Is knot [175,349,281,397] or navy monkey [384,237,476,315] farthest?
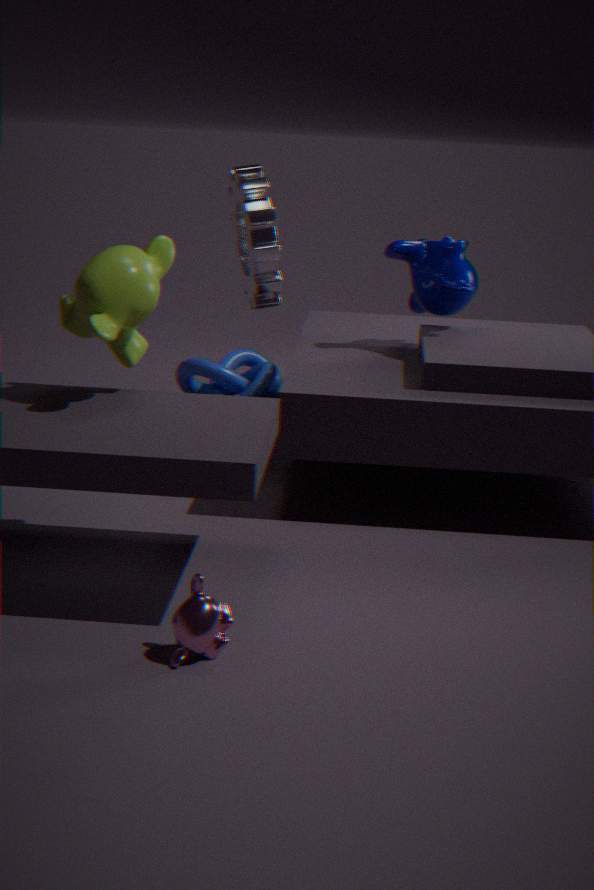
knot [175,349,281,397]
